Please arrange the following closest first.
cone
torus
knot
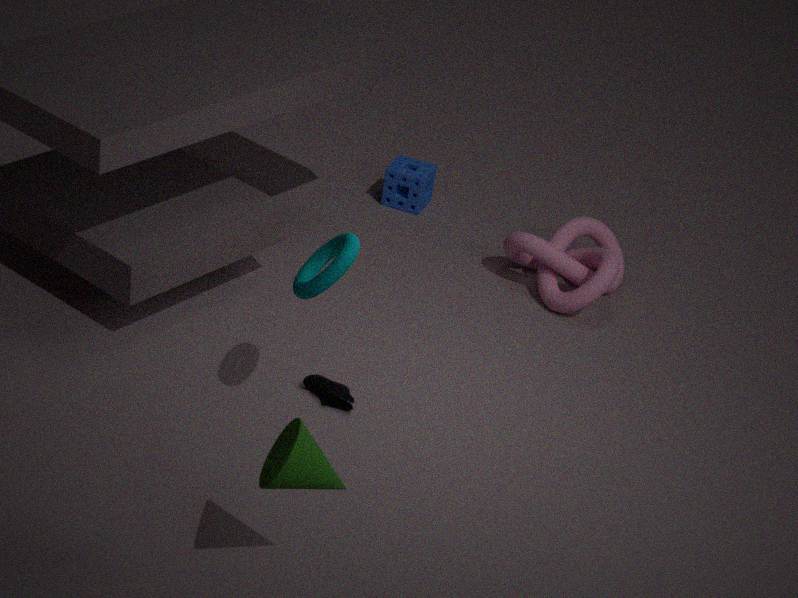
cone
torus
knot
